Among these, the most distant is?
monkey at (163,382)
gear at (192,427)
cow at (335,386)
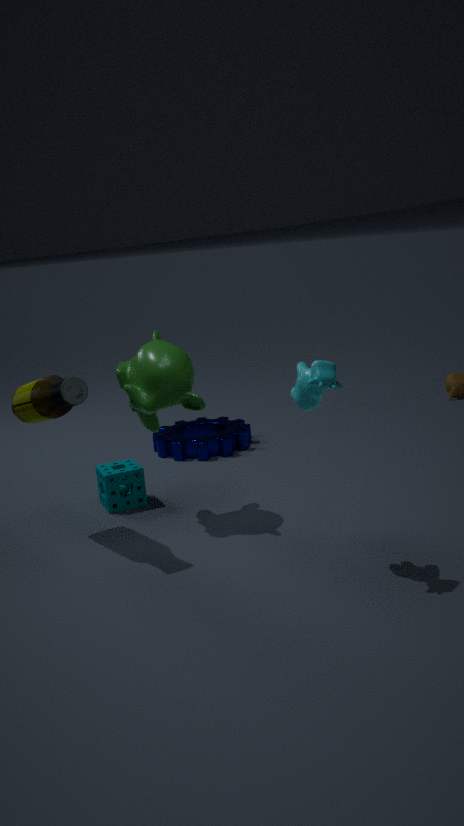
gear at (192,427)
